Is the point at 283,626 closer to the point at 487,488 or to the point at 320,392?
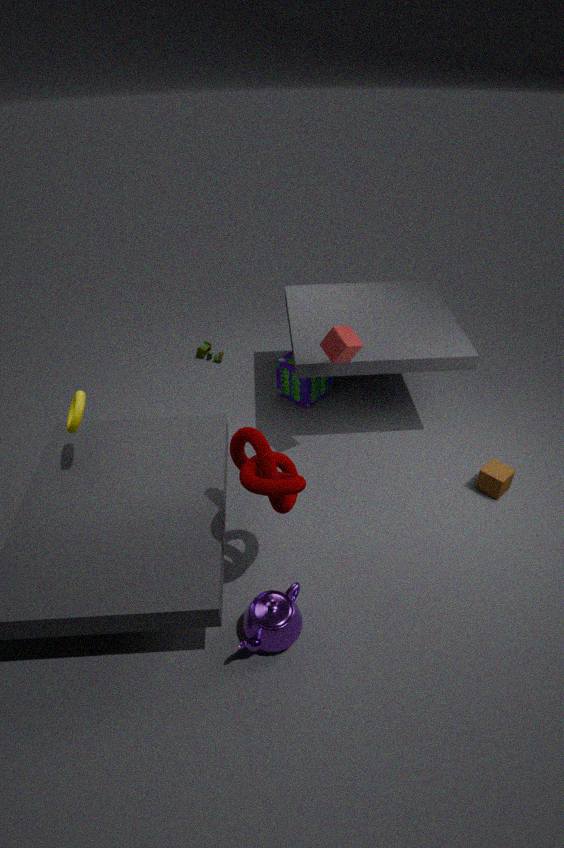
the point at 487,488
